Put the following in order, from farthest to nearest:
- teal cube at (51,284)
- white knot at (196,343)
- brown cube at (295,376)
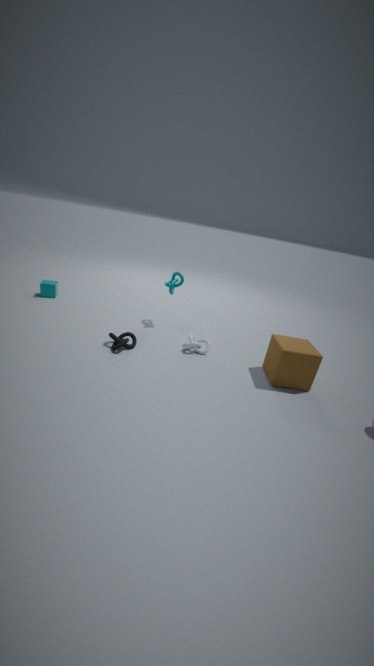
teal cube at (51,284)
white knot at (196,343)
brown cube at (295,376)
